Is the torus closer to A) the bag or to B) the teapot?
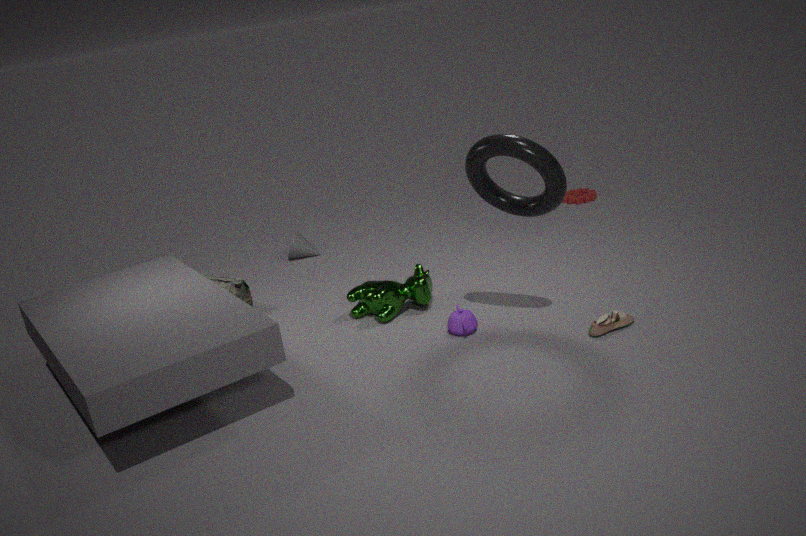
B) the teapot
